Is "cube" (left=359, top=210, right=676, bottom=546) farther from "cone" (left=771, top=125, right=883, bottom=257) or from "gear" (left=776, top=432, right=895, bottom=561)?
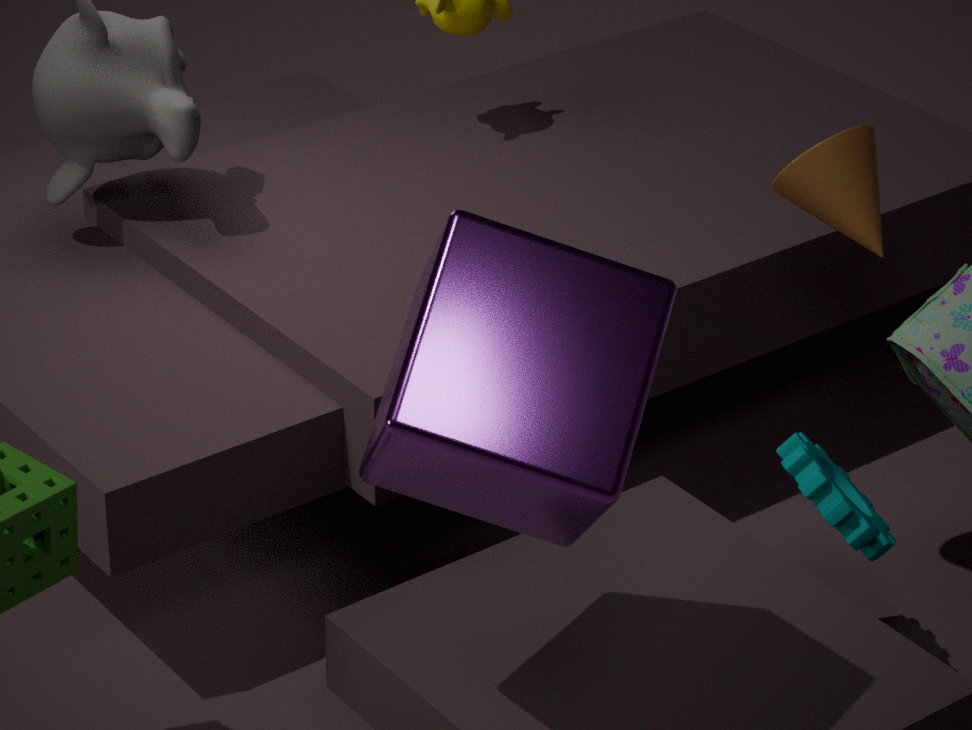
"cone" (left=771, top=125, right=883, bottom=257)
